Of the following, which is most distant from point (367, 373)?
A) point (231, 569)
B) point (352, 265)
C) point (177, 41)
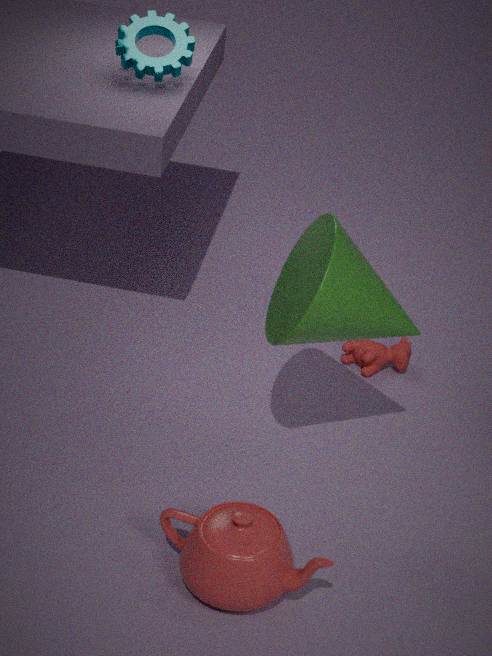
Answer: point (177, 41)
